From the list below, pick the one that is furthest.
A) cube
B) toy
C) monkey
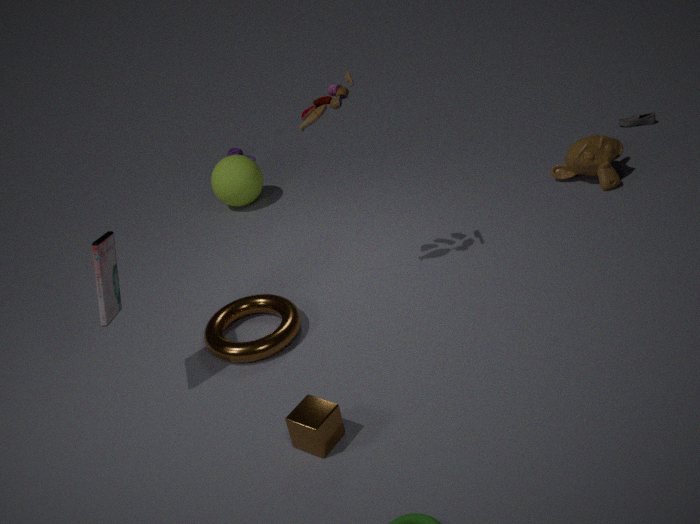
monkey
